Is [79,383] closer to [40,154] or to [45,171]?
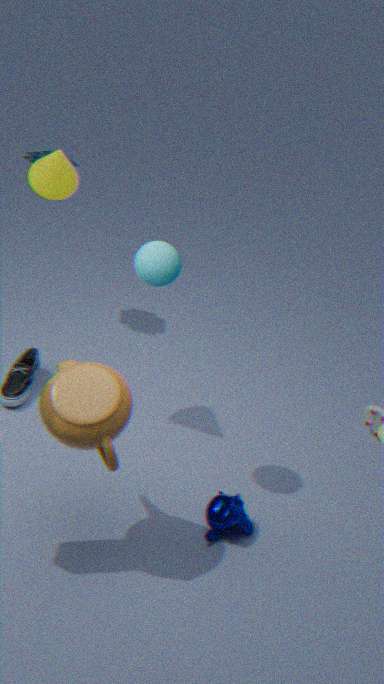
[45,171]
